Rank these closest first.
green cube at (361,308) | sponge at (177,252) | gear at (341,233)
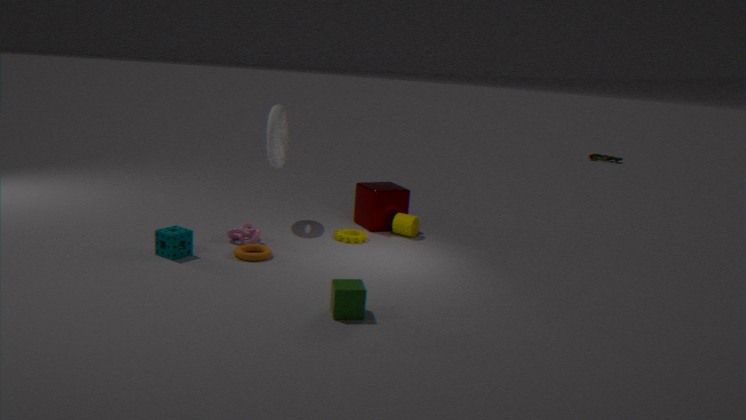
green cube at (361,308) < sponge at (177,252) < gear at (341,233)
